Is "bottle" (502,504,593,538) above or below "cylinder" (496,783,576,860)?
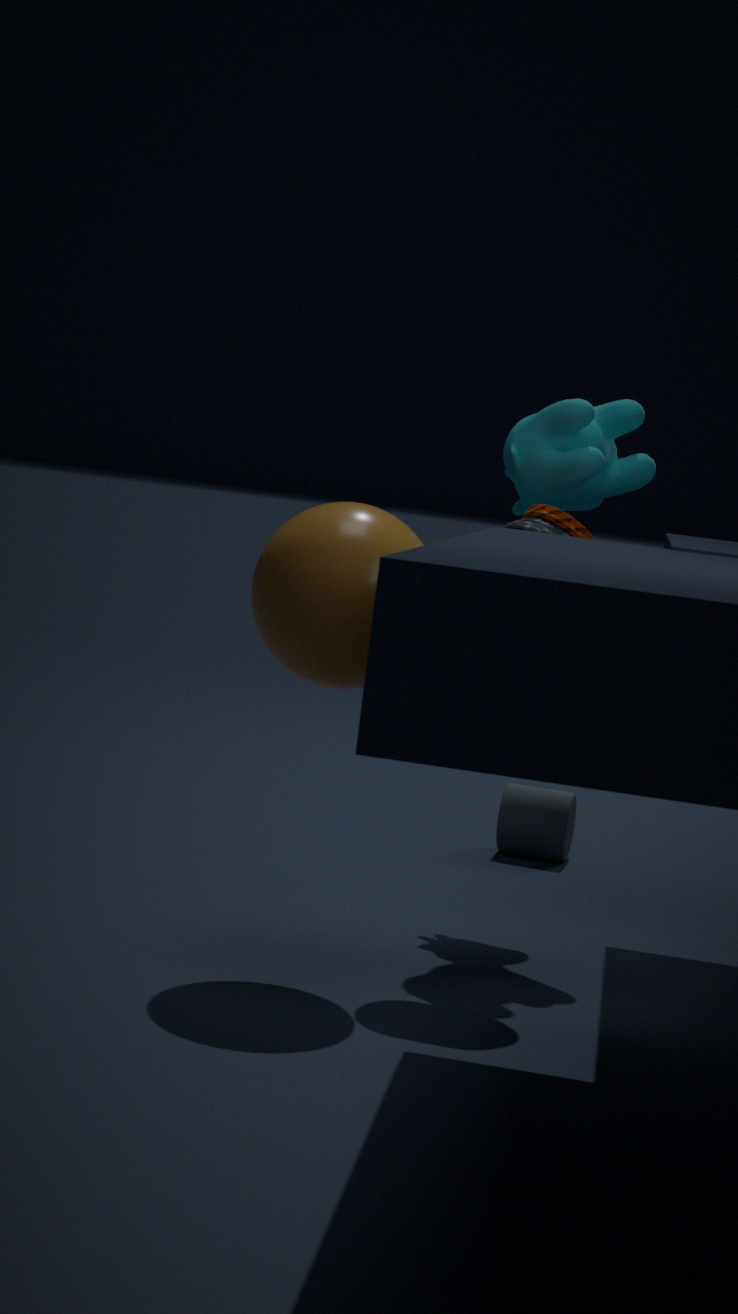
above
